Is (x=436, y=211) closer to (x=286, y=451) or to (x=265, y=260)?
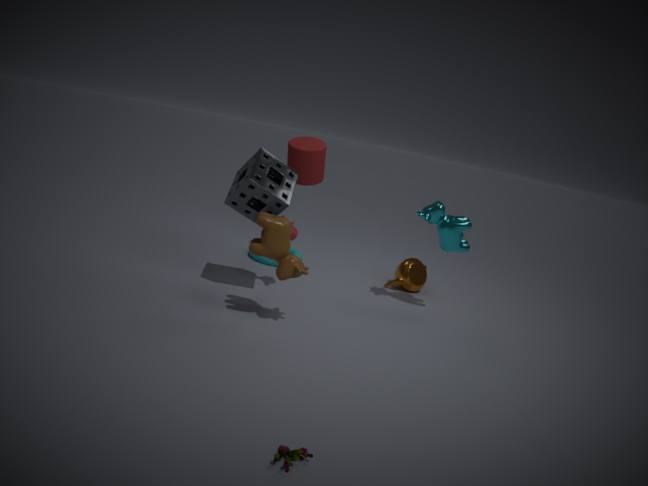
(x=265, y=260)
